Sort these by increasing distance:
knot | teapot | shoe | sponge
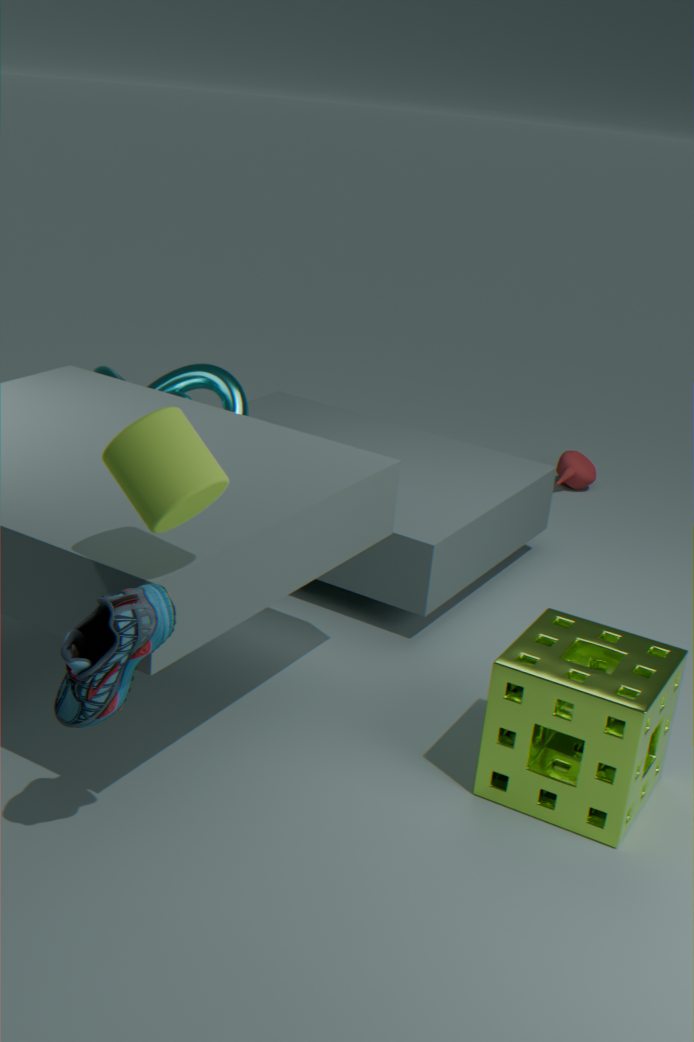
shoe, sponge, knot, teapot
